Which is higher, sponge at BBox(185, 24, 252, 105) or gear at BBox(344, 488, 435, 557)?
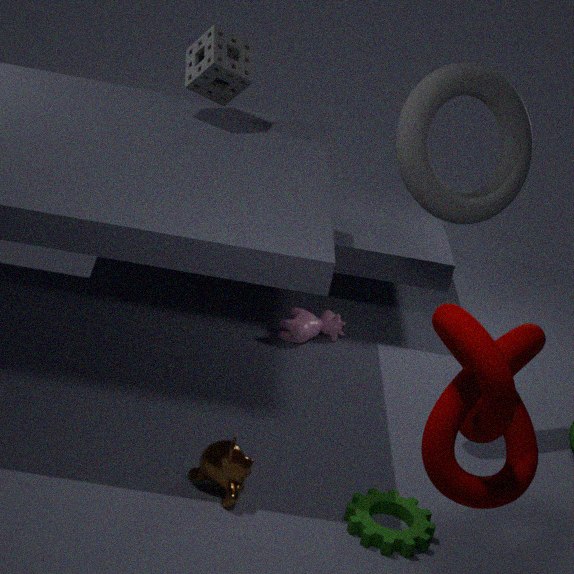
sponge at BBox(185, 24, 252, 105)
